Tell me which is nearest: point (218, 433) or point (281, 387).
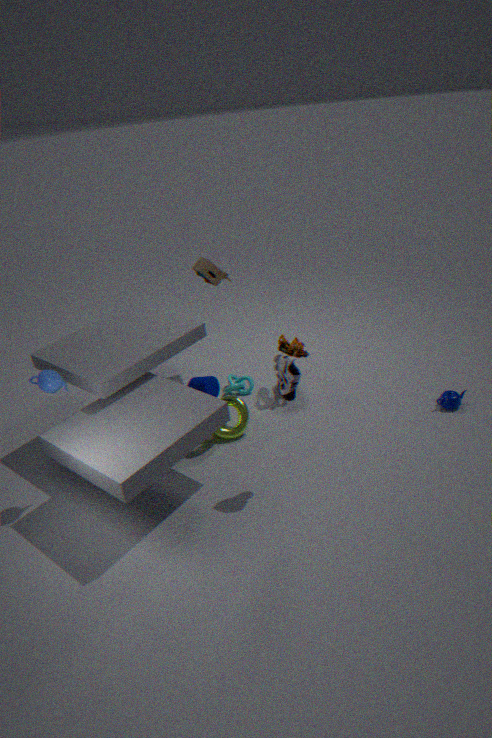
point (281, 387)
